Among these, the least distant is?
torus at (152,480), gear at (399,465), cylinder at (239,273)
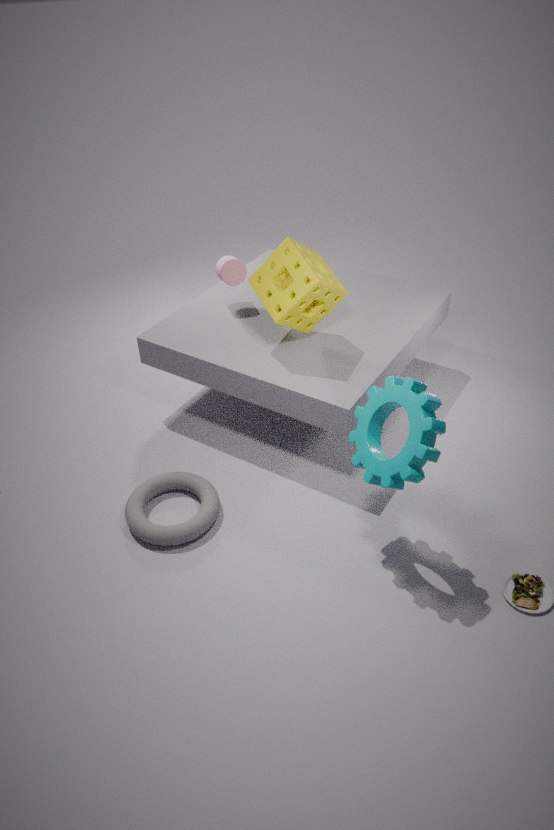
gear at (399,465)
